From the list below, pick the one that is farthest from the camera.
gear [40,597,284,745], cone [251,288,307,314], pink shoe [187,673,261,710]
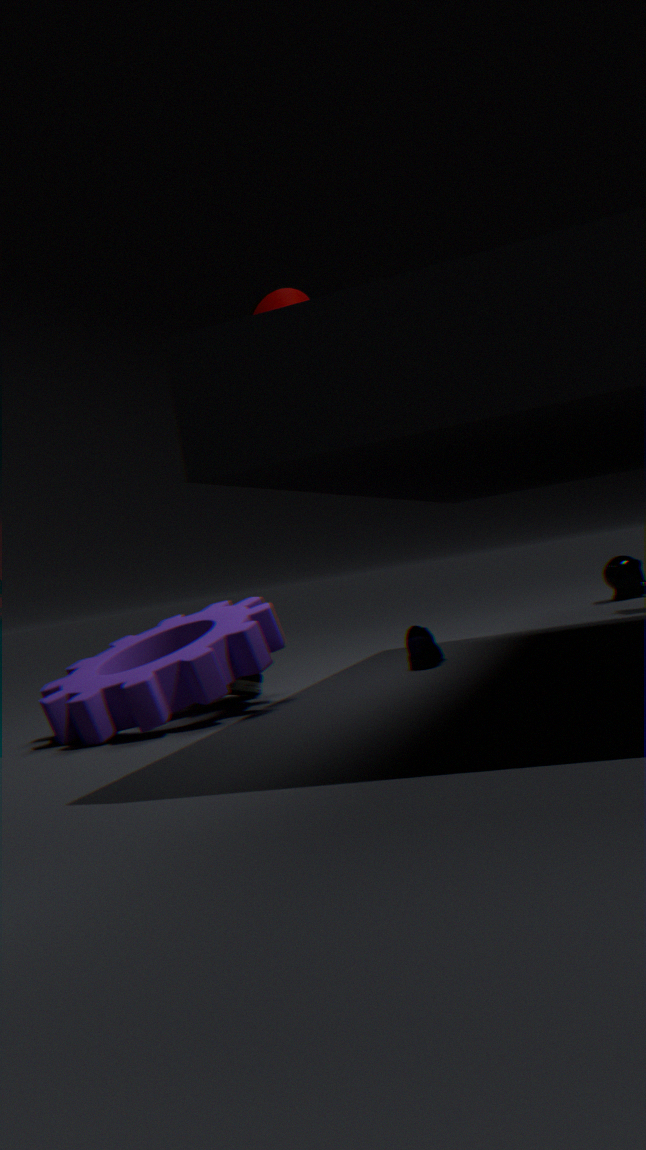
cone [251,288,307,314]
